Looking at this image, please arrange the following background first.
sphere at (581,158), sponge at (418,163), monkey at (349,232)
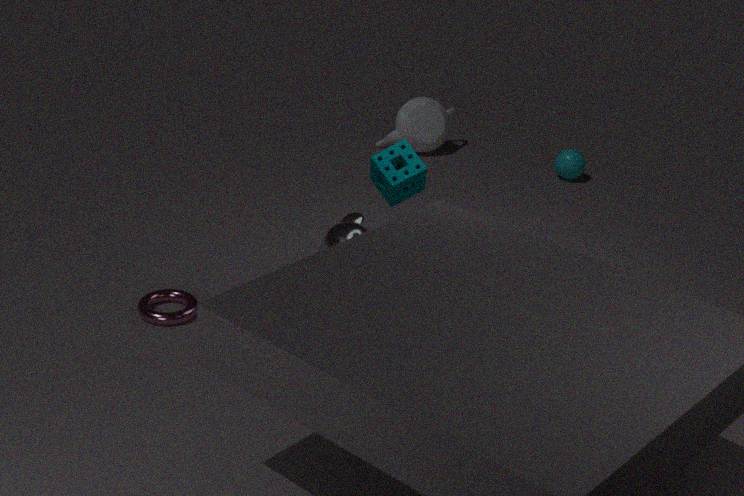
sphere at (581,158) → monkey at (349,232) → sponge at (418,163)
